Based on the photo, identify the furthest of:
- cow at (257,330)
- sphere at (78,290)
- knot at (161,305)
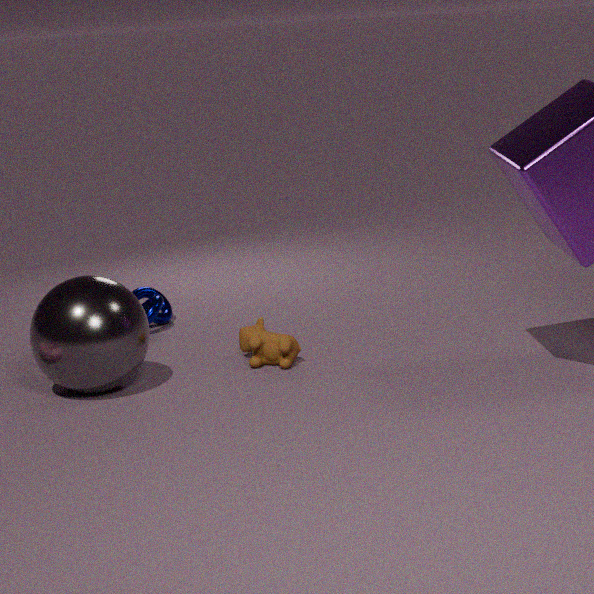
knot at (161,305)
